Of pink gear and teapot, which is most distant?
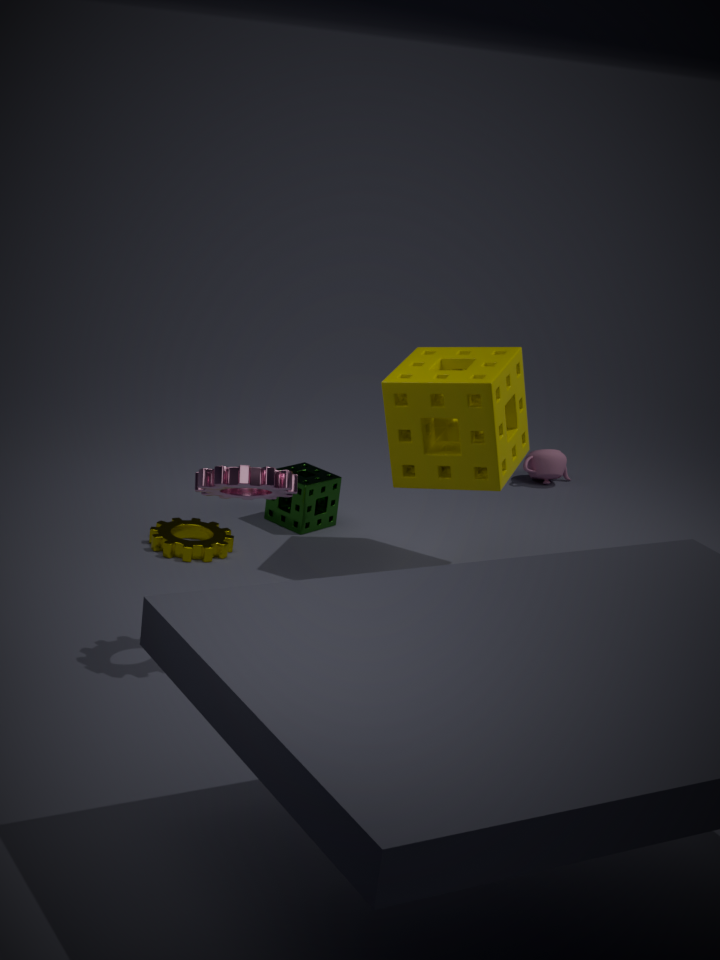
teapot
